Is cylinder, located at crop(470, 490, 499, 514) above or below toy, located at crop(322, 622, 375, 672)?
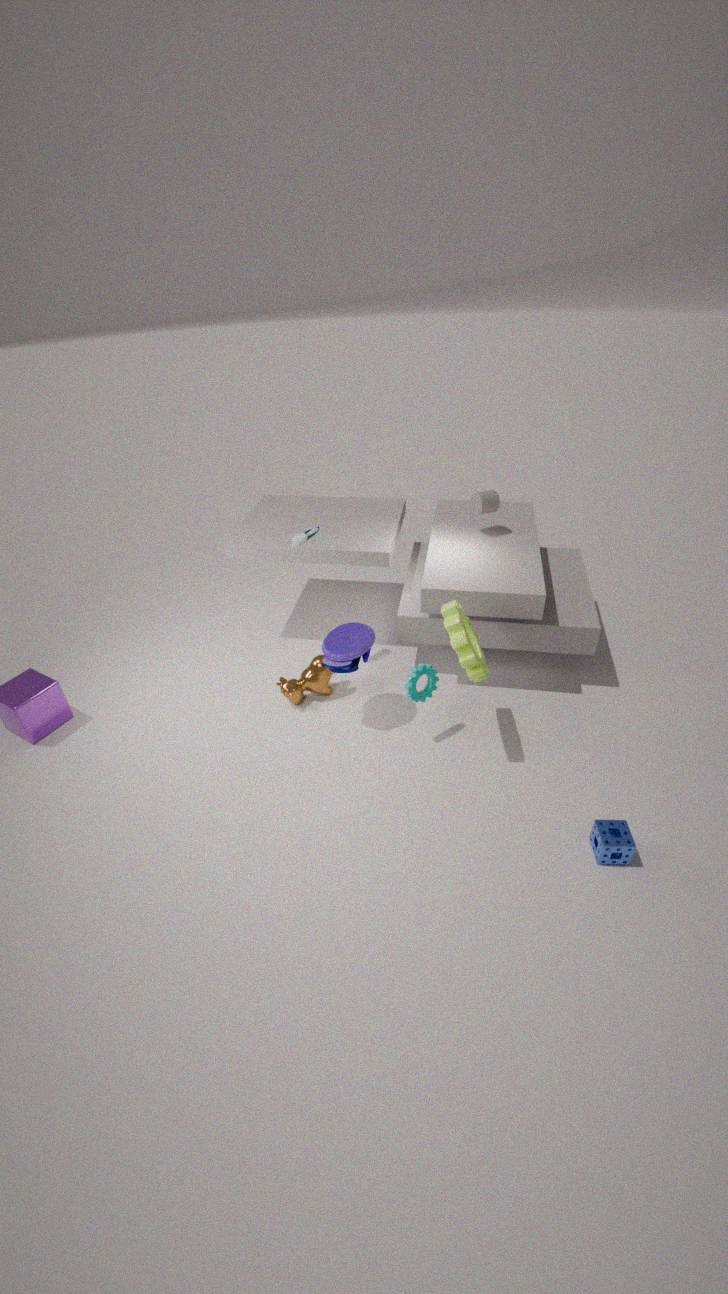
above
